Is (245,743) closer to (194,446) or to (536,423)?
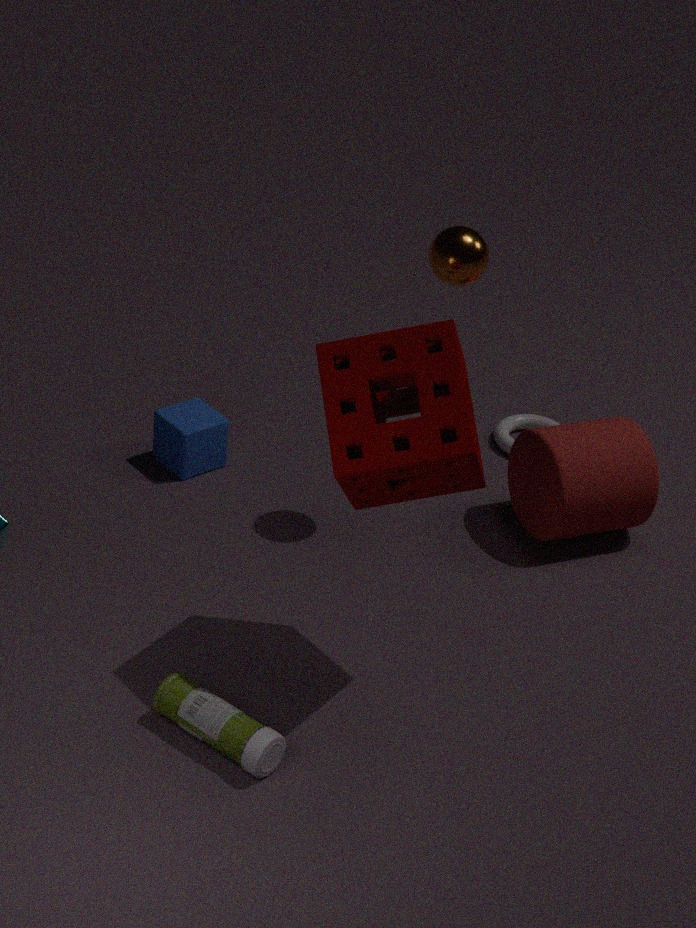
(194,446)
